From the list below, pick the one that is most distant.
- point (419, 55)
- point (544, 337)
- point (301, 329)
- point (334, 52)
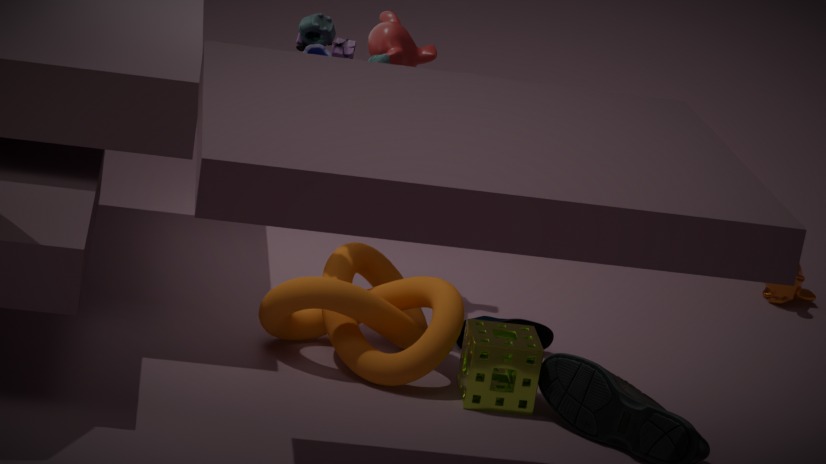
point (419, 55)
